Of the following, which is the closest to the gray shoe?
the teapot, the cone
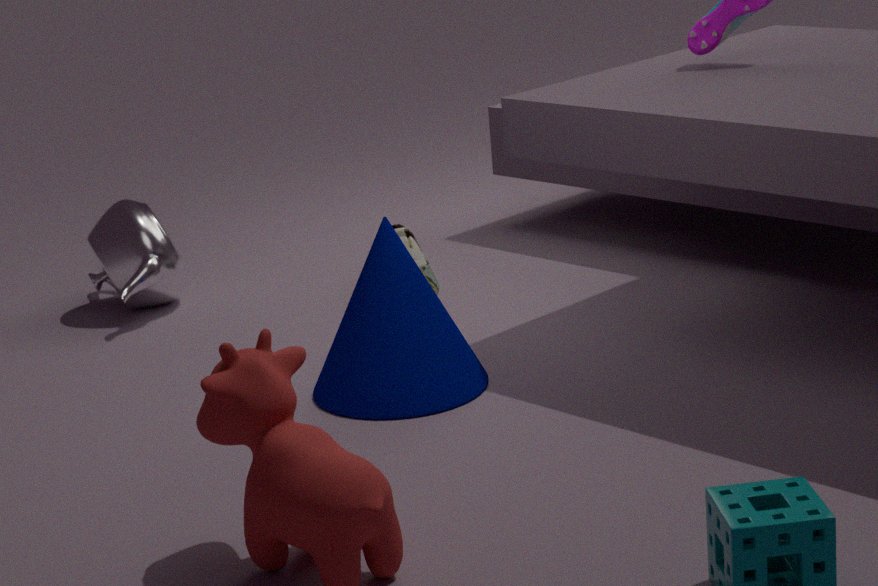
the cone
